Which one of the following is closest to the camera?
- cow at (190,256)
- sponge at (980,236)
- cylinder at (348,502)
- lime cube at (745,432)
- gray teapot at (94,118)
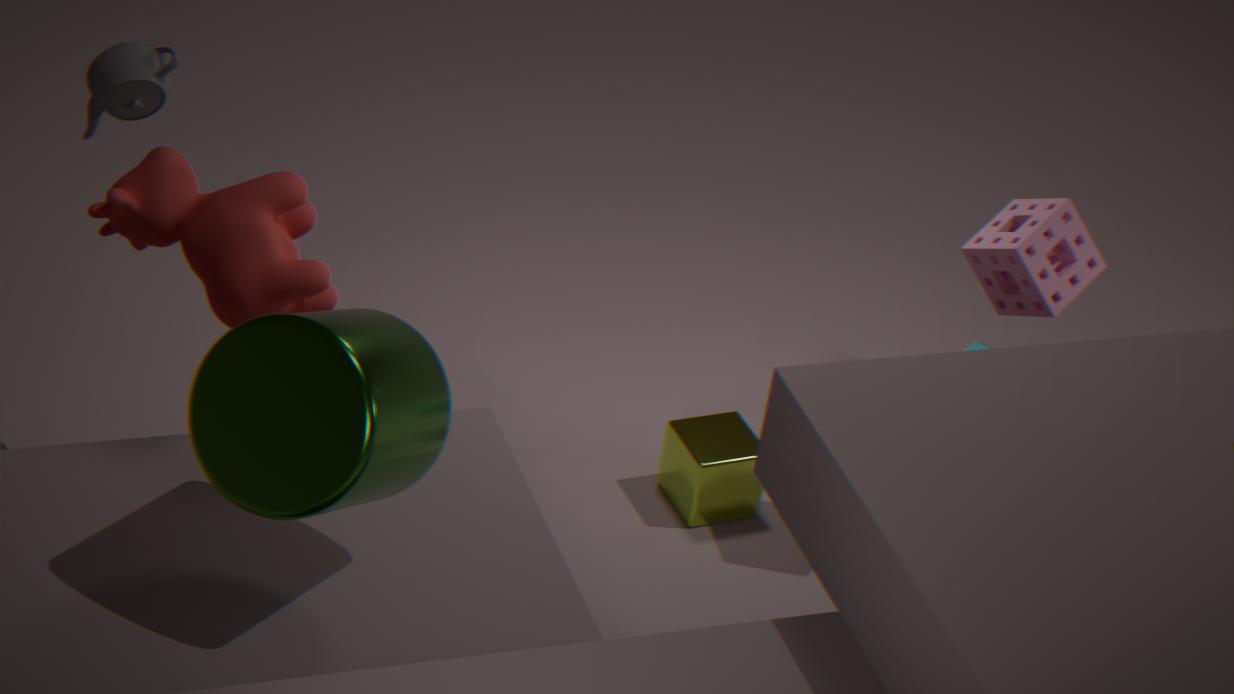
cylinder at (348,502)
